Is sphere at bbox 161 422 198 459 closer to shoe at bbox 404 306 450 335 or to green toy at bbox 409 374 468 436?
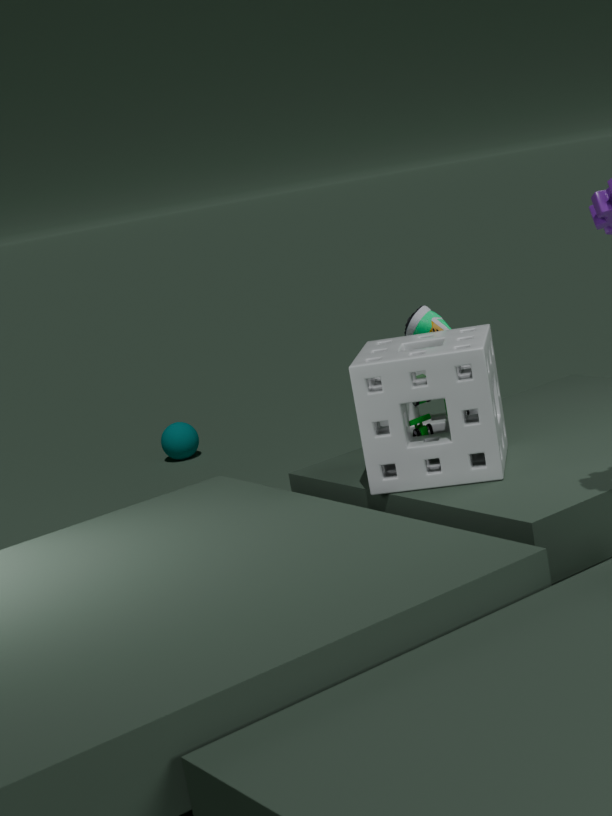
shoe at bbox 404 306 450 335
